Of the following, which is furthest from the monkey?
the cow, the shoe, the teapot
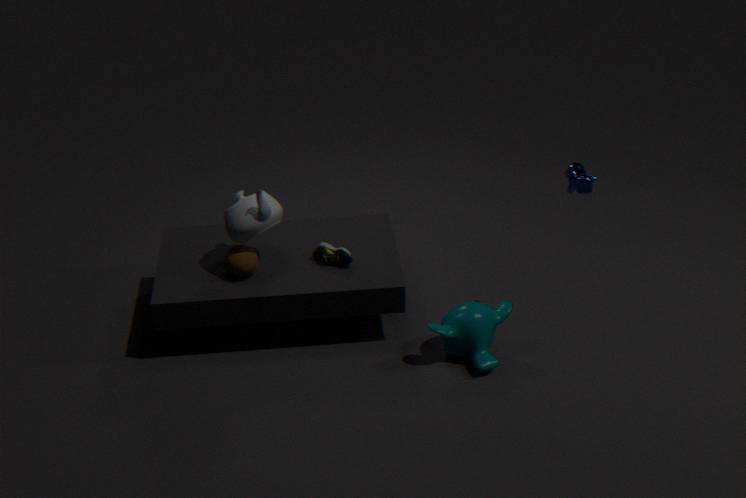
the teapot
